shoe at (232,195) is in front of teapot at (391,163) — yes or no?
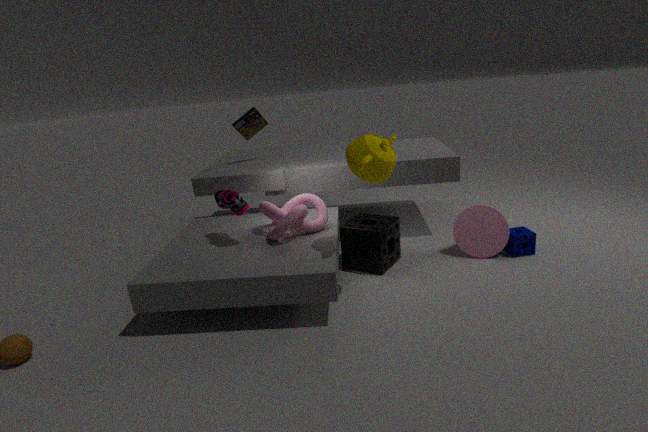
No
